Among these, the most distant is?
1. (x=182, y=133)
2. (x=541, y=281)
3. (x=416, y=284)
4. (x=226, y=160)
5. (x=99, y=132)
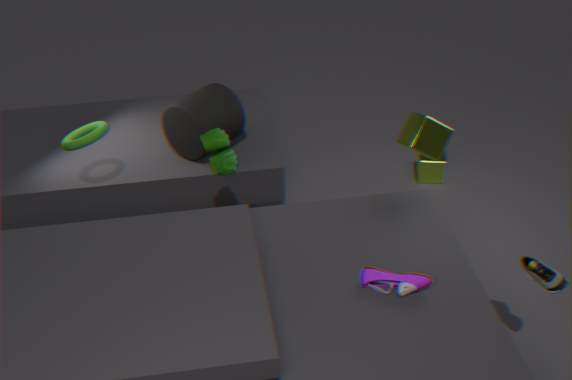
(x=182, y=133)
